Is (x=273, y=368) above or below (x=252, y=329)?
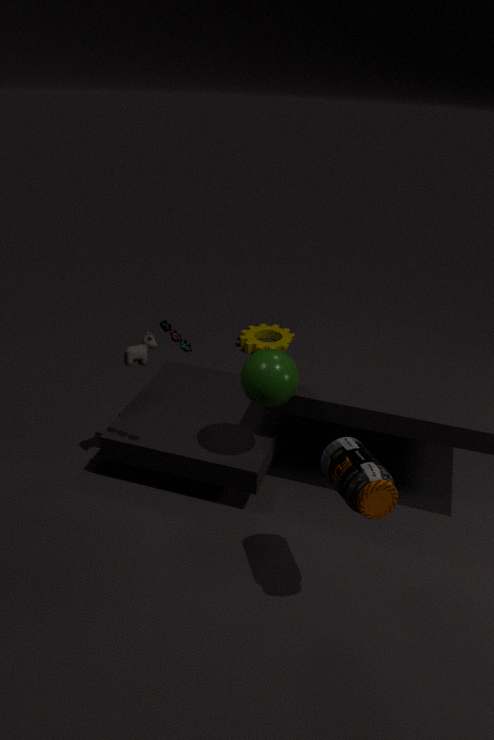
above
